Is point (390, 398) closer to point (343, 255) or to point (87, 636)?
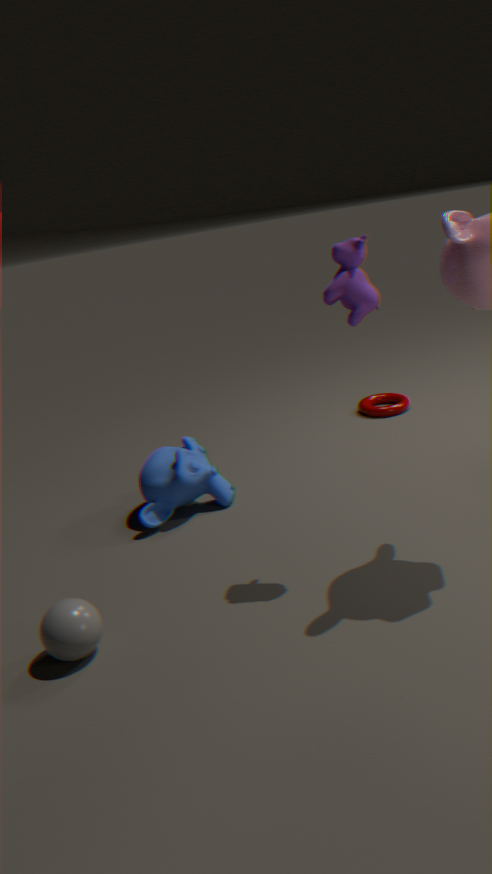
point (343, 255)
